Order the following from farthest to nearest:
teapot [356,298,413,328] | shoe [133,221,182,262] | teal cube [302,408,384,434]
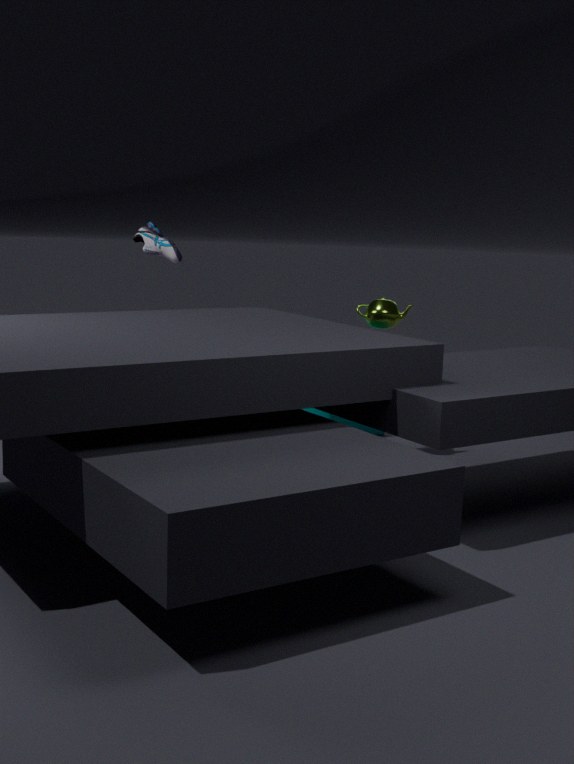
teal cube [302,408,384,434] → teapot [356,298,413,328] → shoe [133,221,182,262]
